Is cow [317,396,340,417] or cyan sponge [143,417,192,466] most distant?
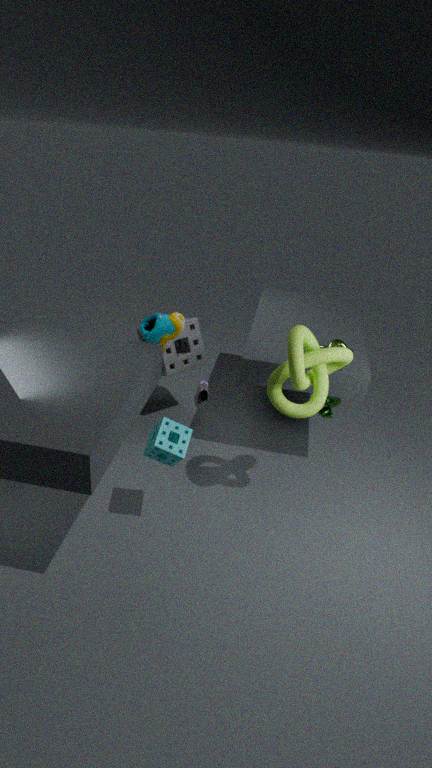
cow [317,396,340,417]
